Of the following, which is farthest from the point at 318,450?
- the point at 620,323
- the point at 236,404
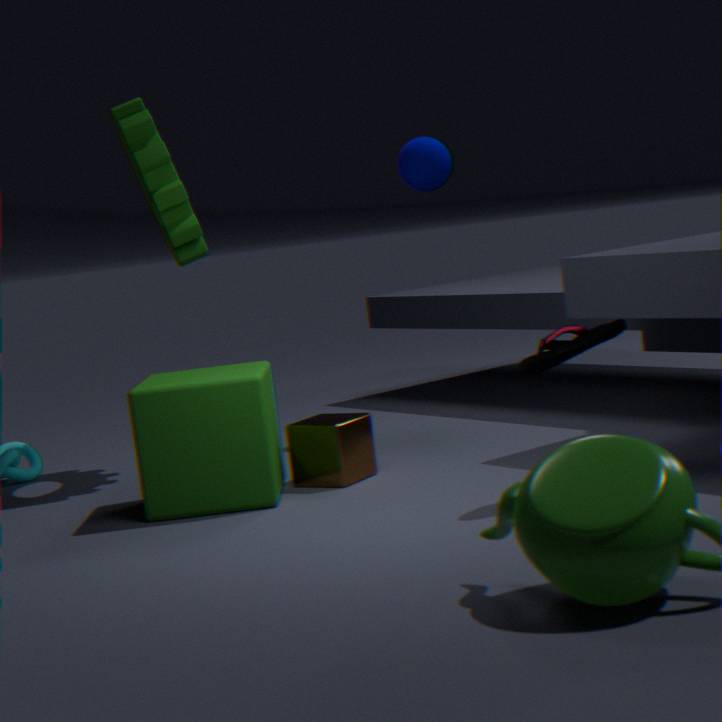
the point at 620,323
